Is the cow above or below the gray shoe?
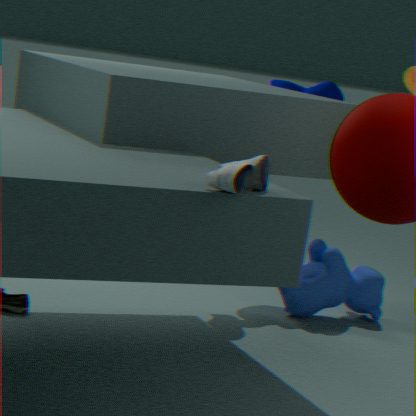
below
